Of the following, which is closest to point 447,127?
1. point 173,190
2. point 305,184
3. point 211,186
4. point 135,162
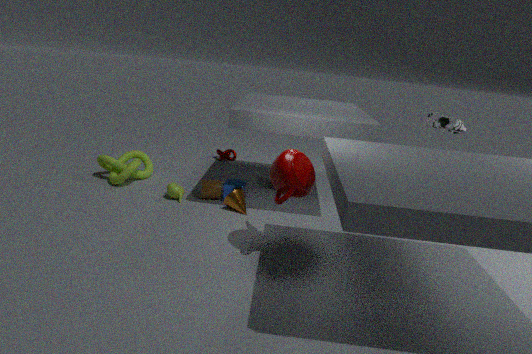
point 305,184
